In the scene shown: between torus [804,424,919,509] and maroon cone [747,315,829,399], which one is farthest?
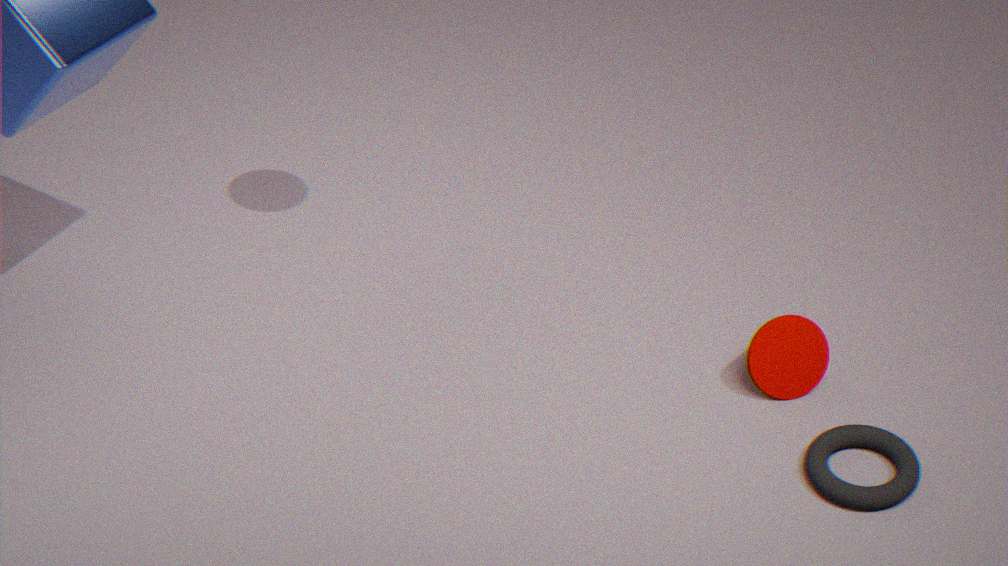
maroon cone [747,315,829,399]
